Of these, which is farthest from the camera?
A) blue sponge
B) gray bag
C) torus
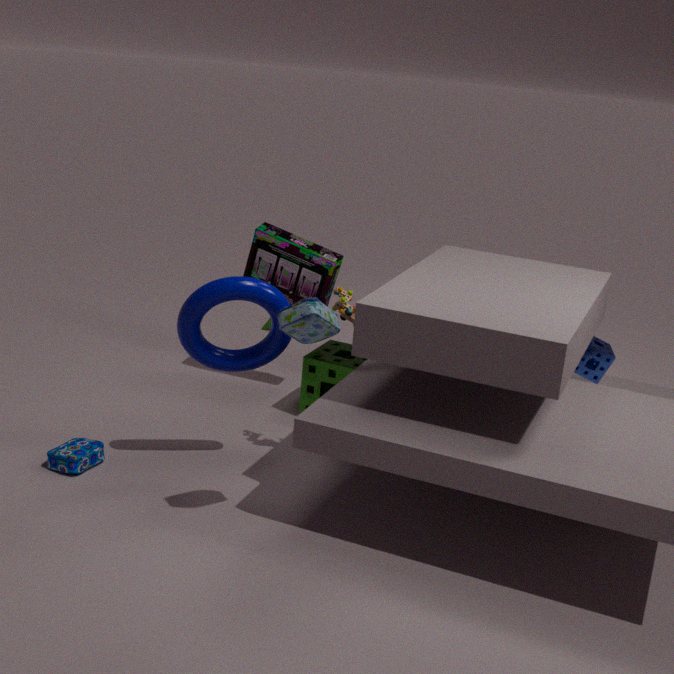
blue sponge
